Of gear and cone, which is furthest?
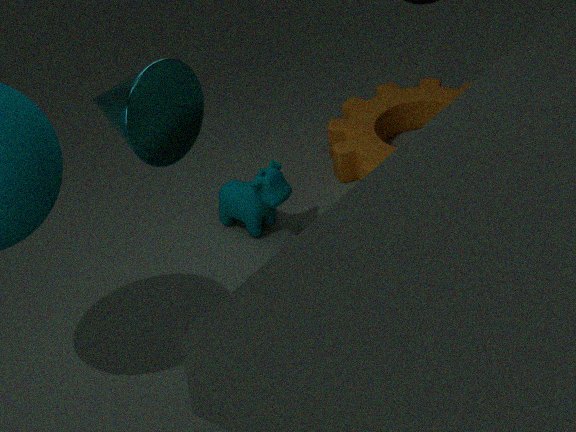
gear
